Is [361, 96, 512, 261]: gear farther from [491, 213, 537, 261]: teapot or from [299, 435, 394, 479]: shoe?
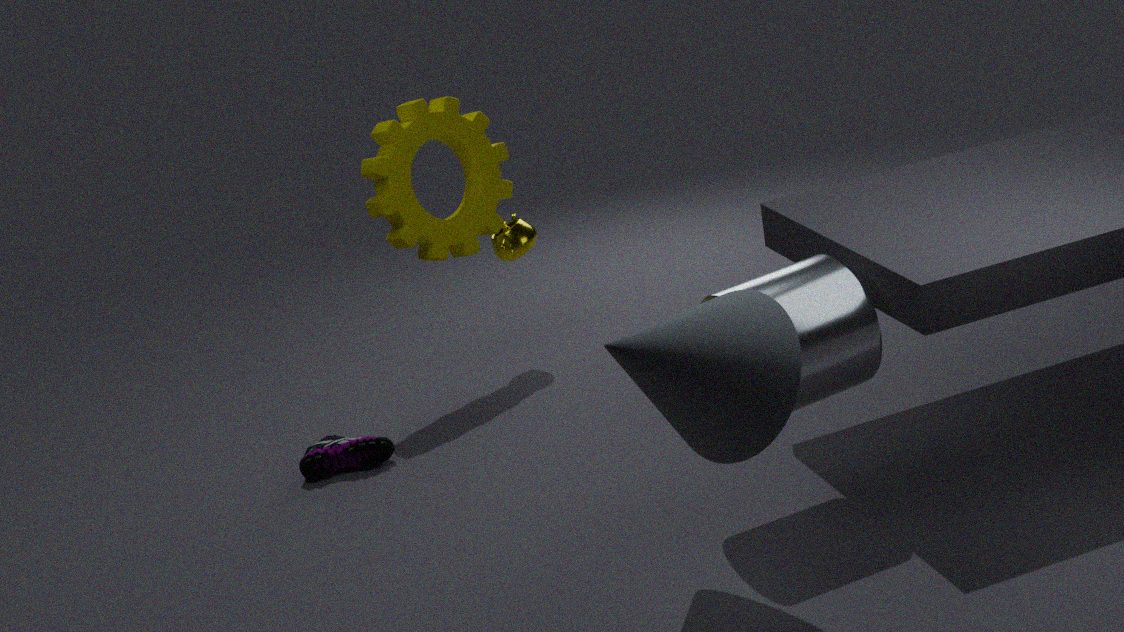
[299, 435, 394, 479]: shoe
